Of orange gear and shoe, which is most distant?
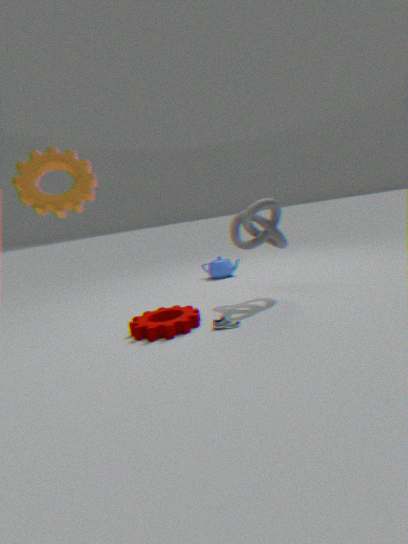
shoe
